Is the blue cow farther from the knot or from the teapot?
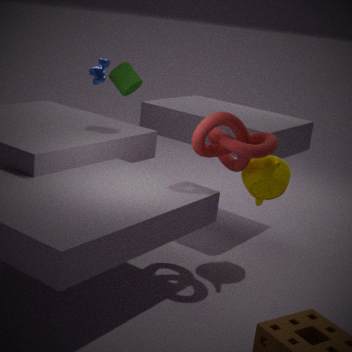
the teapot
